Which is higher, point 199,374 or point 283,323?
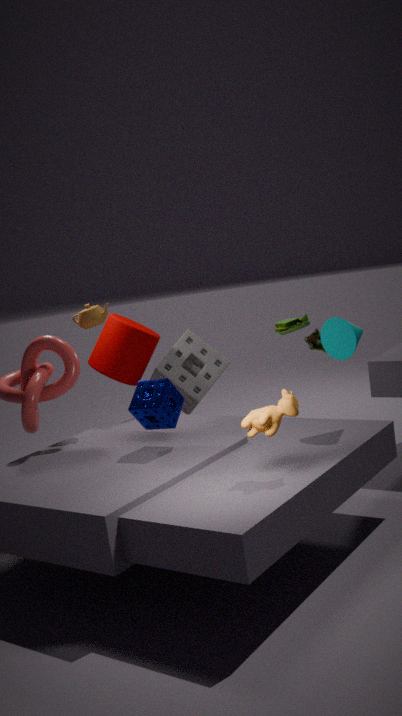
point 283,323
